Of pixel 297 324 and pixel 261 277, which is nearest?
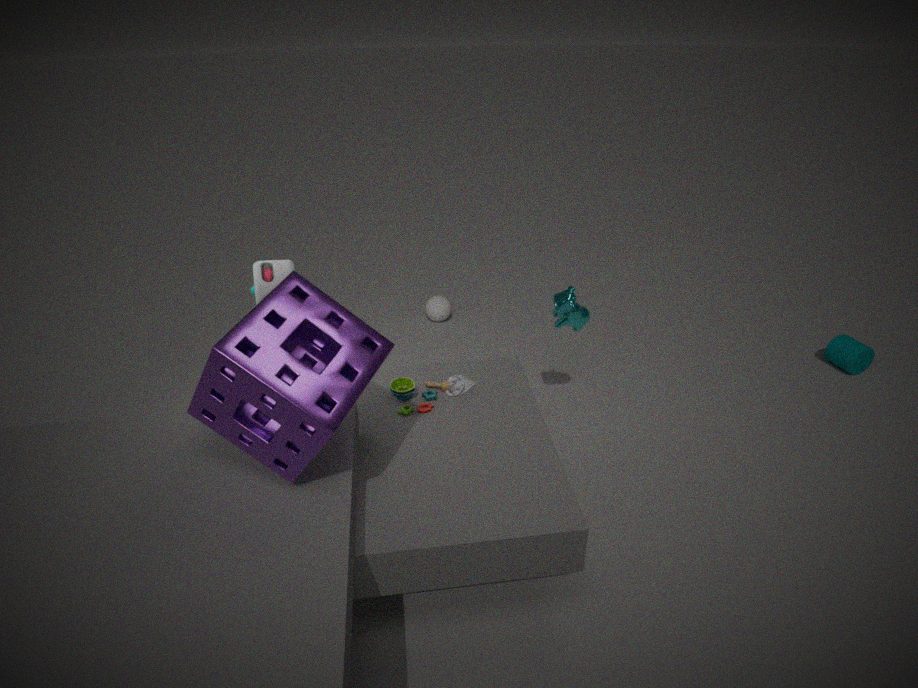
pixel 297 324
